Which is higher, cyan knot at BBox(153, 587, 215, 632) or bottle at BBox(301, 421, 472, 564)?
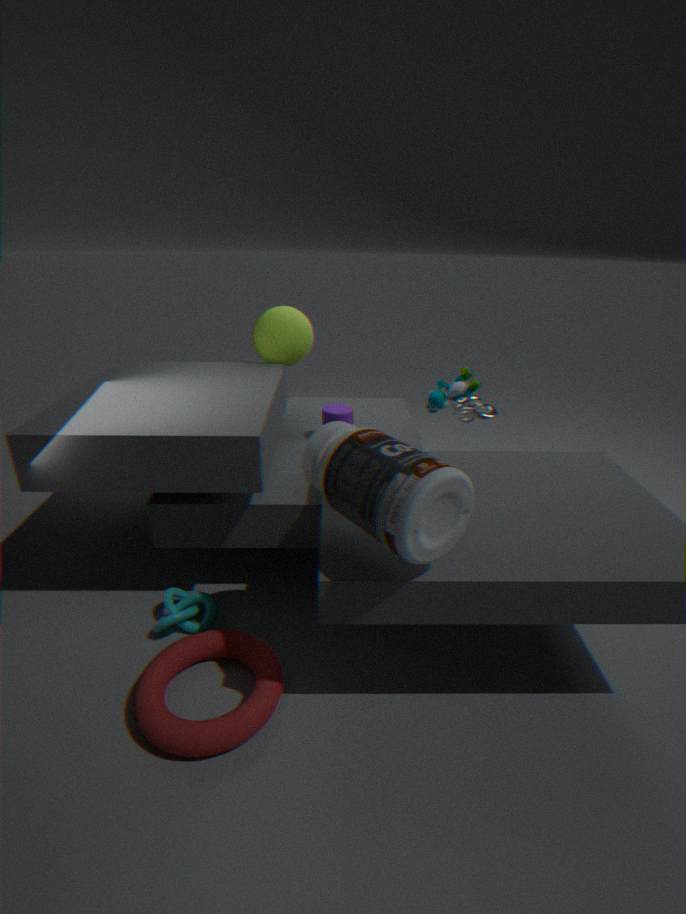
bottle at BBox(301, 421, 472, 564)
